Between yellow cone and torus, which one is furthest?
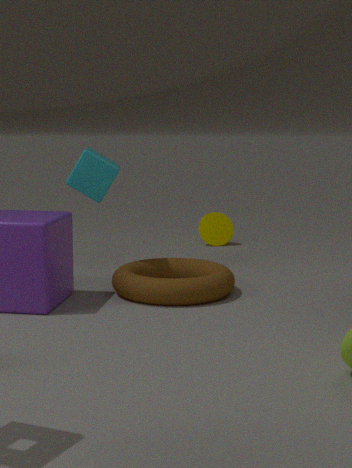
yellow cone
